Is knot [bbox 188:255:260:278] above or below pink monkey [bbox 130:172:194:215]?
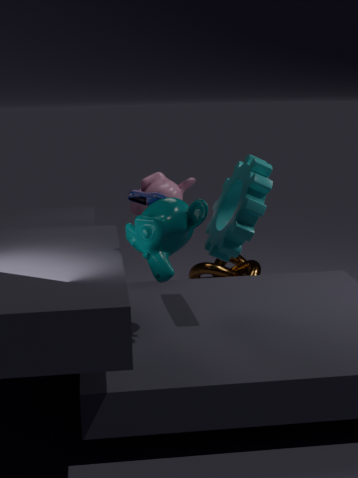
below
